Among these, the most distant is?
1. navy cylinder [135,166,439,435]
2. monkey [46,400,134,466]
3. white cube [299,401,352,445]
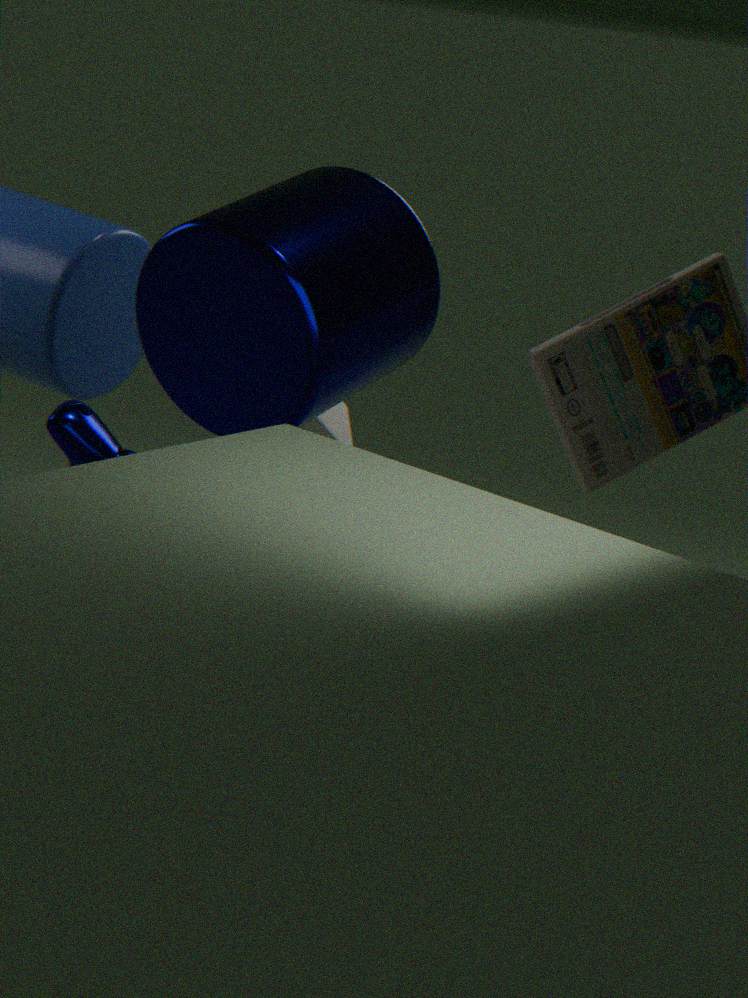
white cube [299,401,352,445]
